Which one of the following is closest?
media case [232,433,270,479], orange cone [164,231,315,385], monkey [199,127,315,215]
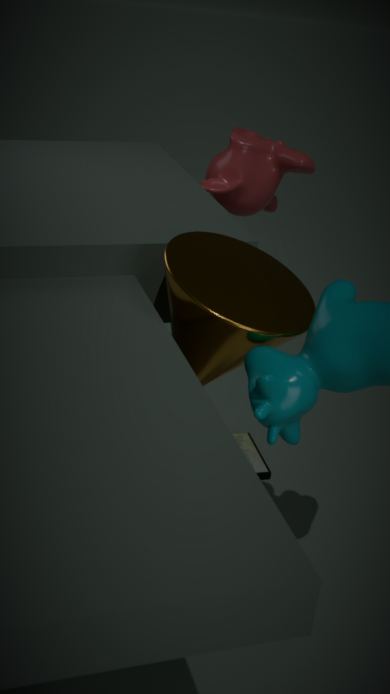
orange cone [164,231,315,385]
